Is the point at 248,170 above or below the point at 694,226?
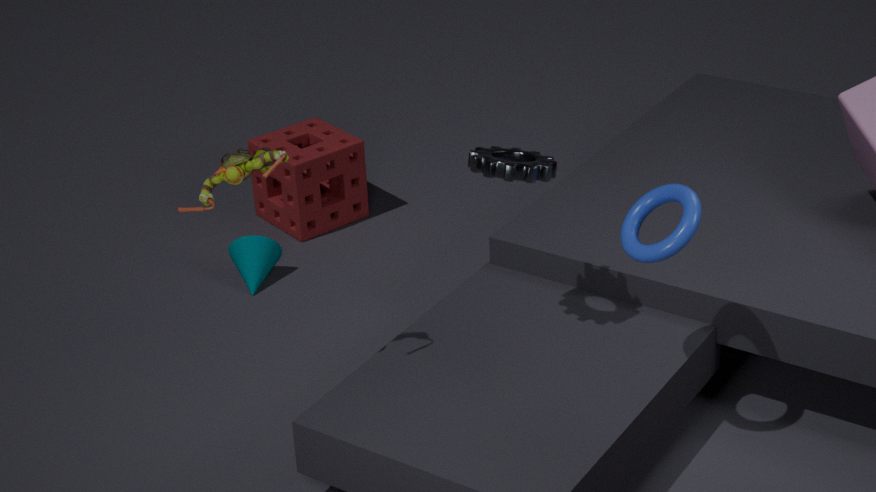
above
